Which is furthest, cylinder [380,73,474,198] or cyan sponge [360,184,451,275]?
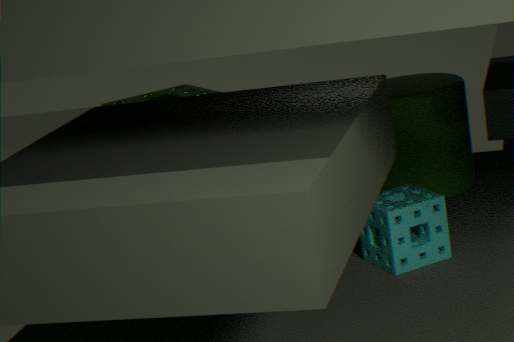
cylinder [380,73,474,198]
